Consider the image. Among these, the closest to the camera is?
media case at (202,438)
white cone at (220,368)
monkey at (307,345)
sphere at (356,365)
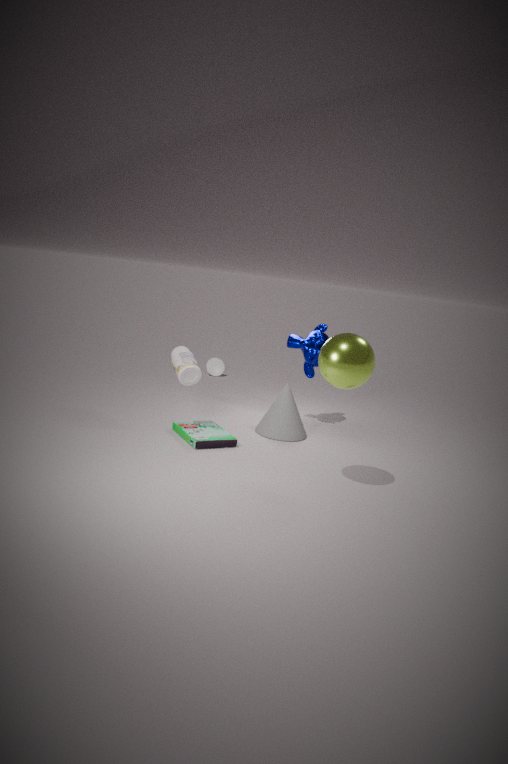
sphere at (356,365)
